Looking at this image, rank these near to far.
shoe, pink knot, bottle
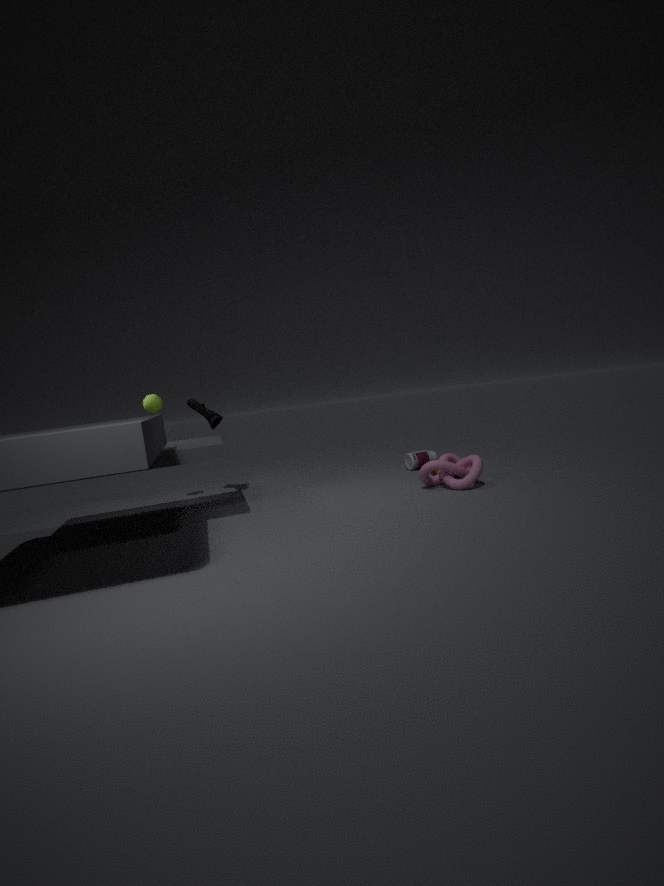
pink knot → shoe → bottle
